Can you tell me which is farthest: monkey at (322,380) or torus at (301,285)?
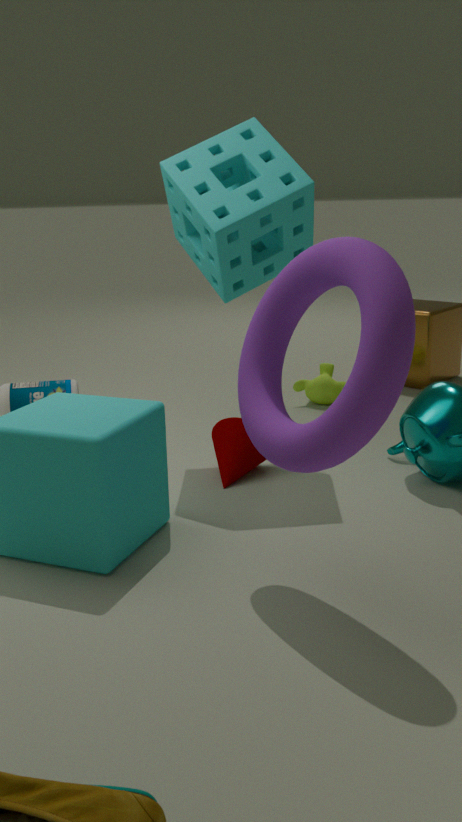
monkey at (322,380)
